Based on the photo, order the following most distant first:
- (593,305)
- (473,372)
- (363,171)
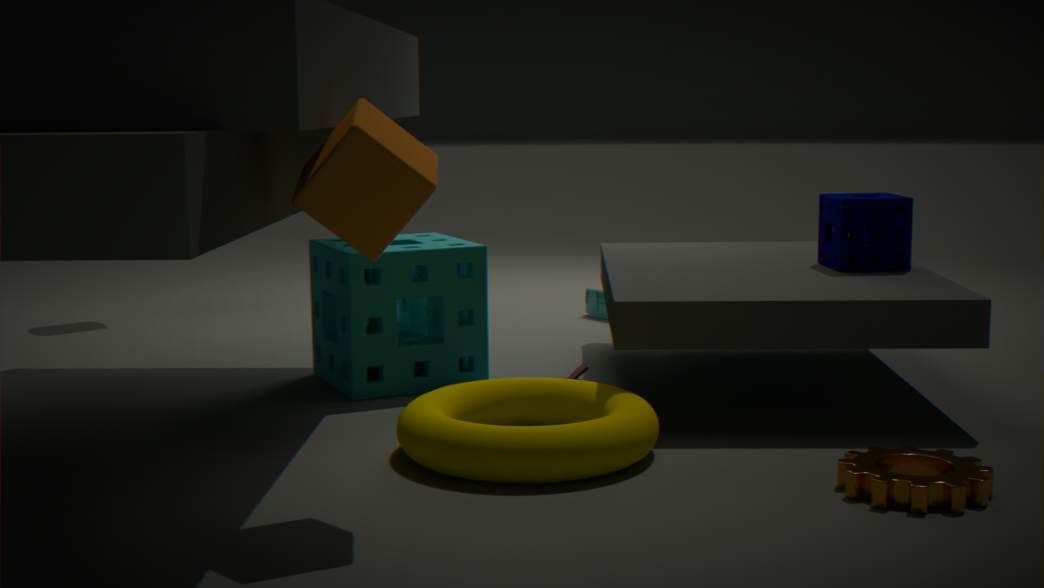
Result: 1. (593,305)
2. (473,372)
3. (363,171)
